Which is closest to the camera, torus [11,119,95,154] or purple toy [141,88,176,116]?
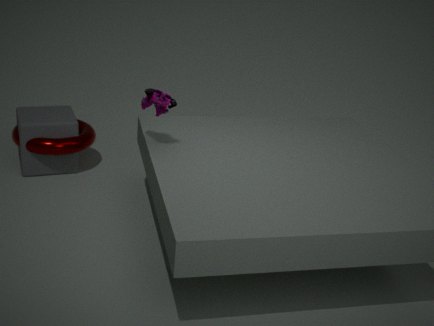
purple toy [141,88,176,116]
